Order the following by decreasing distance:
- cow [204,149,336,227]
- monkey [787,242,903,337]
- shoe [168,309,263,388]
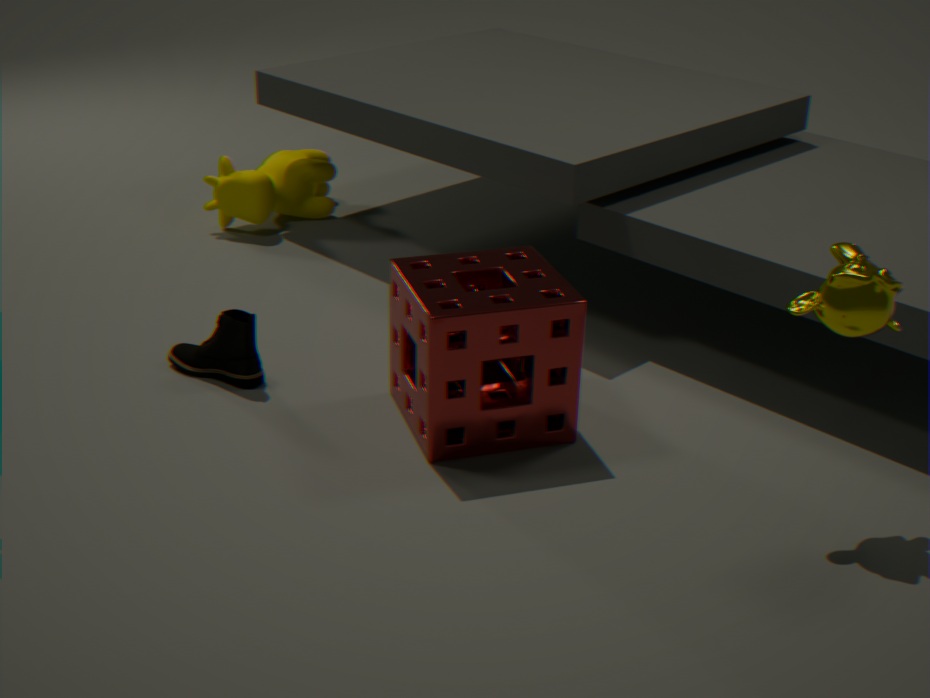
1. cow [204,149,336,227]
2. shoe [168,309,263,388]
3. monkey [787,242,903,337]
